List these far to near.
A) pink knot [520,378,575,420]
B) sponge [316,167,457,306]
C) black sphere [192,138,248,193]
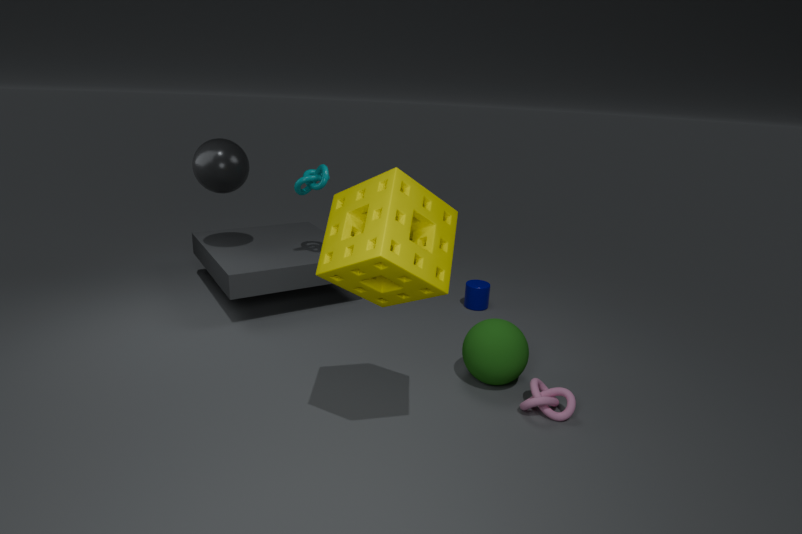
black sphere [192,138,248,193]
pink knot [520,378,575,420]
sponge [316,167,457,306]
